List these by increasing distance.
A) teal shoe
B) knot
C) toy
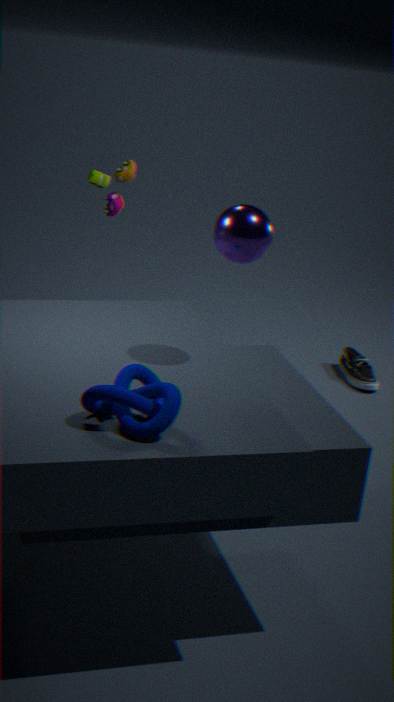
knot → toy → teal shoe
